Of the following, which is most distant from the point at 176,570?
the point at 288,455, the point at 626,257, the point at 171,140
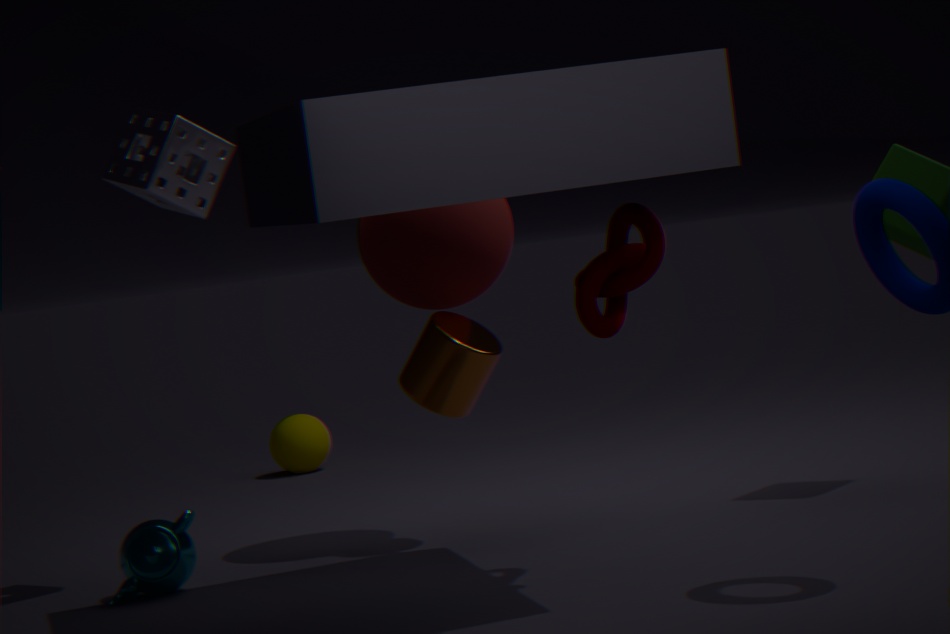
the point at 288,455
